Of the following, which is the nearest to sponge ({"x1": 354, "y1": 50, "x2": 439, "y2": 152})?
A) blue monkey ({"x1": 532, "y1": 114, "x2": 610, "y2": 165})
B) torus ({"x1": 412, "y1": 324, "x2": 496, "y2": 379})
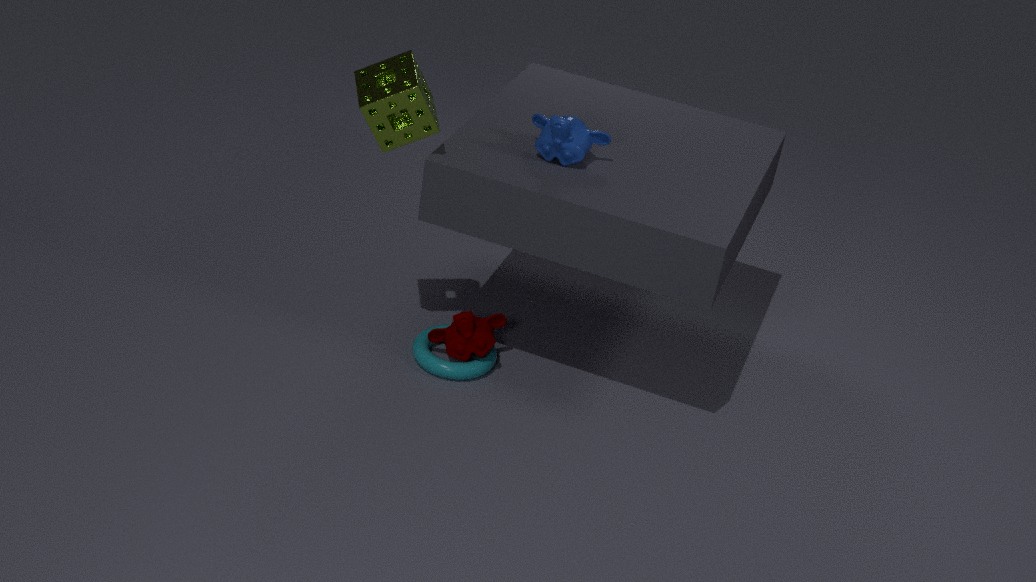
blue monkey ({"x1": 532, "y1": 114, "x2": 610, "y2": 165})
